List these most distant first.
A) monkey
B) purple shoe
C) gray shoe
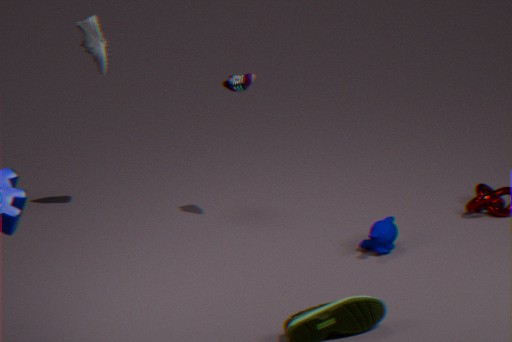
gray shoe, purple shoe, monkey
